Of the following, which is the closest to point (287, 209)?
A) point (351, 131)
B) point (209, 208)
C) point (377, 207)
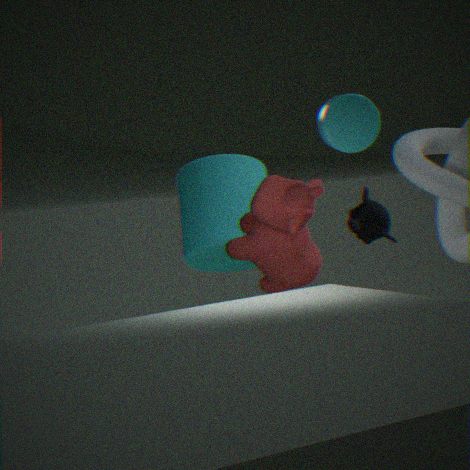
point (209, 208)
